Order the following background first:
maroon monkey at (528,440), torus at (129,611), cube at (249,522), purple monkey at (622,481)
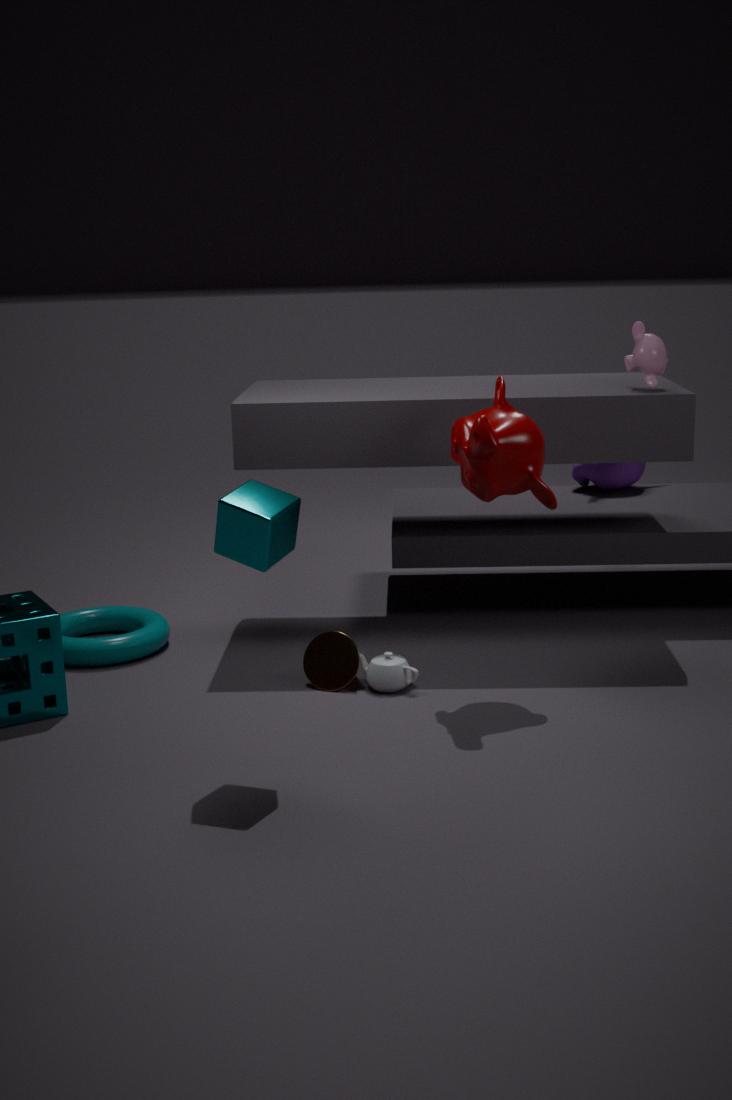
purple monkey at (622,481) → torus at (129,611) → maroon monkey at (528,440) → cube at (249,522)
